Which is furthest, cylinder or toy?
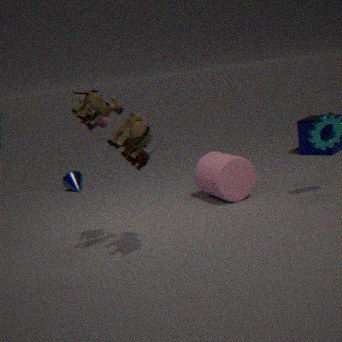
cylinder
